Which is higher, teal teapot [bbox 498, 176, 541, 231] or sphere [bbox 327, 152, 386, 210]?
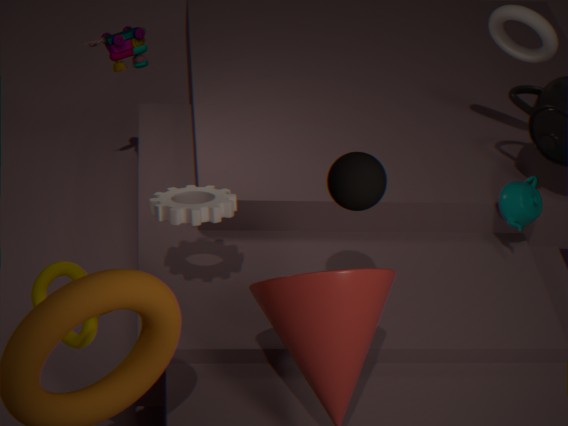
sphere [bbox 327, 152, 386, 210]
